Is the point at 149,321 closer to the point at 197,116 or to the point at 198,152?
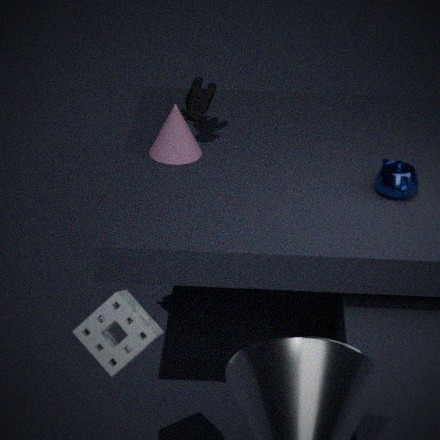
the point at 198,152
